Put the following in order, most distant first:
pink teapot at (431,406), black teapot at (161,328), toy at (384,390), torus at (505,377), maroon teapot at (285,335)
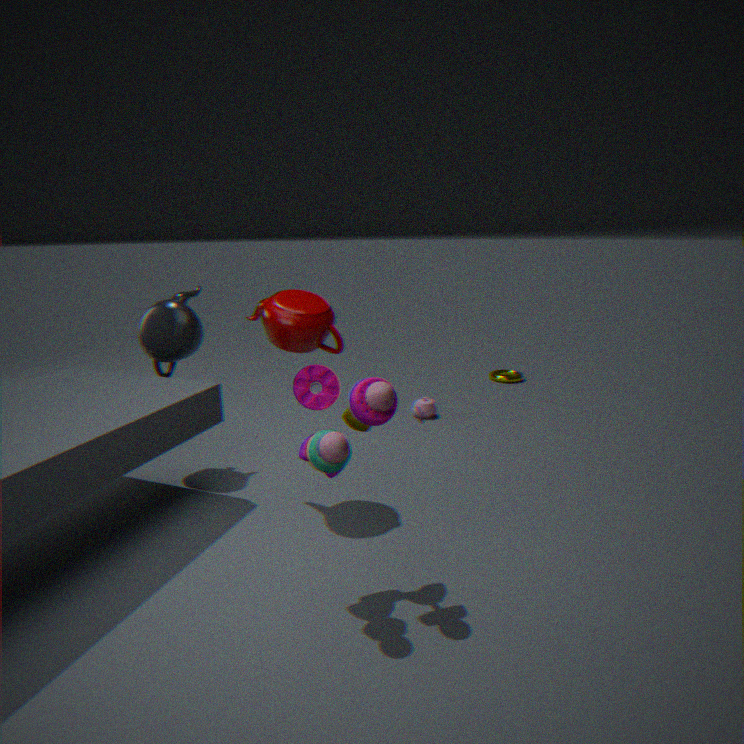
torus at (505,377) < pink teapot at (431,406) < black teapot at (161,328) < maroon teapot at (285,335) < toy at (384,390)
